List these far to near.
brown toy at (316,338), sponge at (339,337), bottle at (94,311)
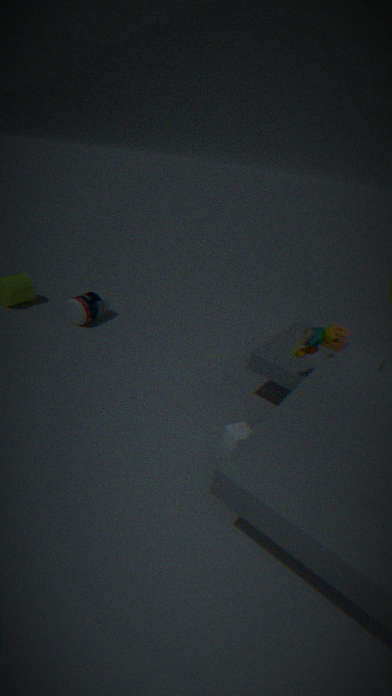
1. bottle at (94,311)
2. sponge at (339,337)
3. brown toy at (316,338)
